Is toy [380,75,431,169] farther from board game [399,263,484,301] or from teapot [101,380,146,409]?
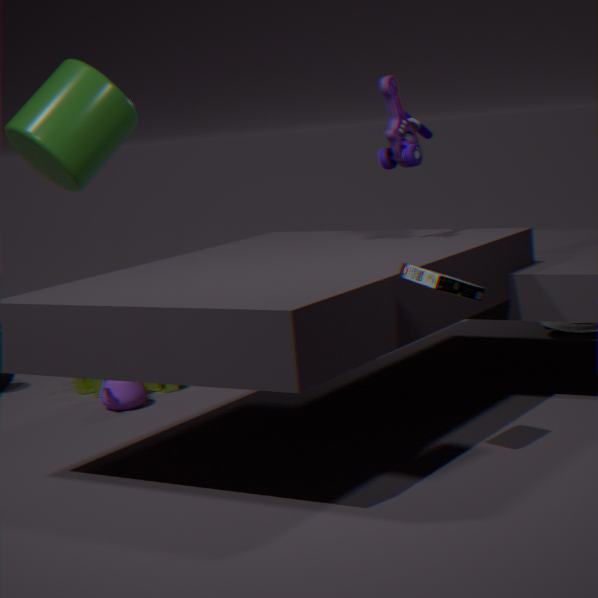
teapot [101,380,146,409]
